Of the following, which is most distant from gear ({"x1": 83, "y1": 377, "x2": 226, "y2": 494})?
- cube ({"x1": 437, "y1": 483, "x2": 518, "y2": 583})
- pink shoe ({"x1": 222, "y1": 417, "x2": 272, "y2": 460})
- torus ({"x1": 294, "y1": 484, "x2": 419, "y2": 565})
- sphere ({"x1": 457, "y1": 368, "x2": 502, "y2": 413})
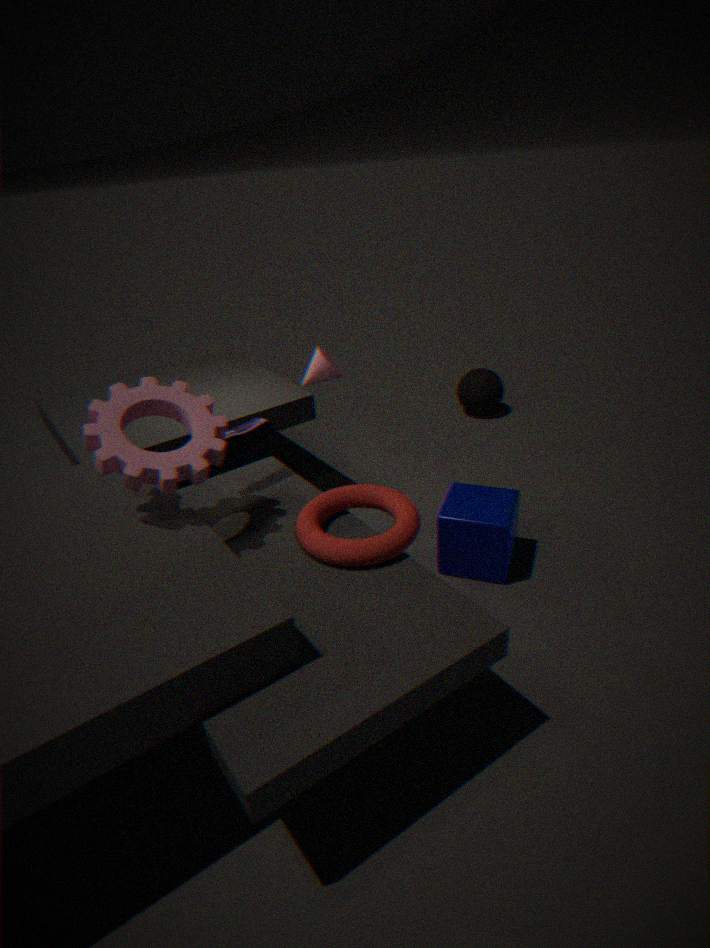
sphere ({"x1": 457, "y1": 368, "x2": 502, "y2": 413})
